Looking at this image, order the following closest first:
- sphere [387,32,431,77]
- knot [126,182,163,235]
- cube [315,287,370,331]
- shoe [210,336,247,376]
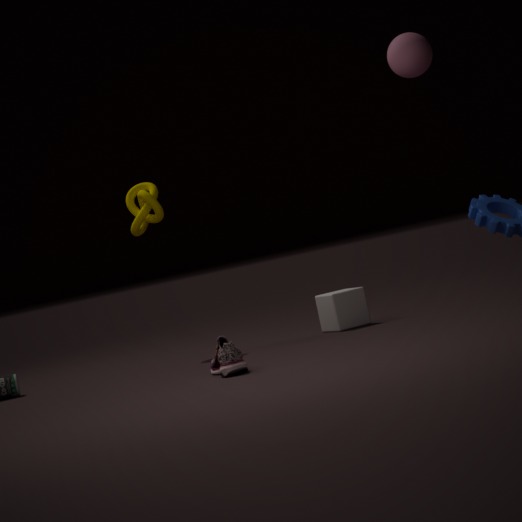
shoe [210,336,247,376] → sphere [387,32,431,77] → cube [315,287,370,331] → knot [126,182,163,235]
